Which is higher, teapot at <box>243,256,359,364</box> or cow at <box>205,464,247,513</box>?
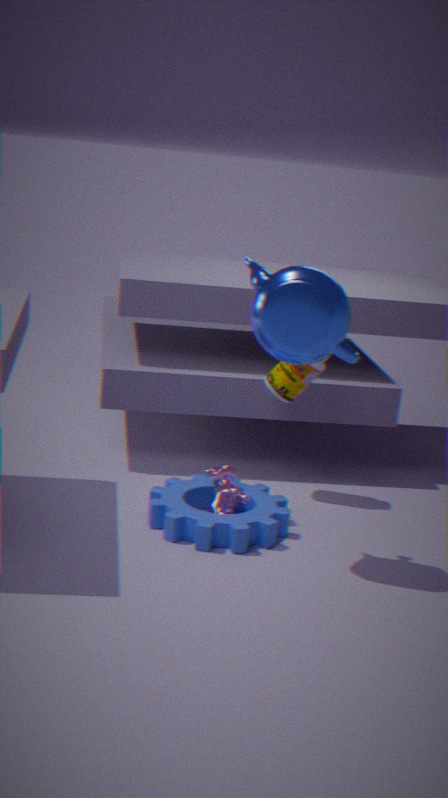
teapot at <box>243,256,359,364</box>
